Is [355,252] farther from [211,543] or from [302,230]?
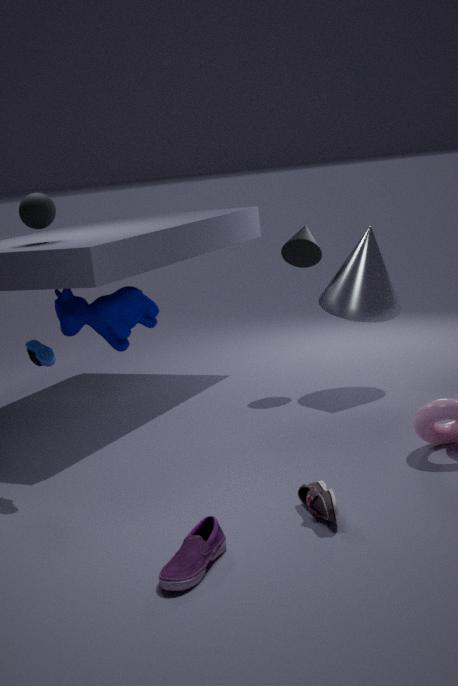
[211,543]
